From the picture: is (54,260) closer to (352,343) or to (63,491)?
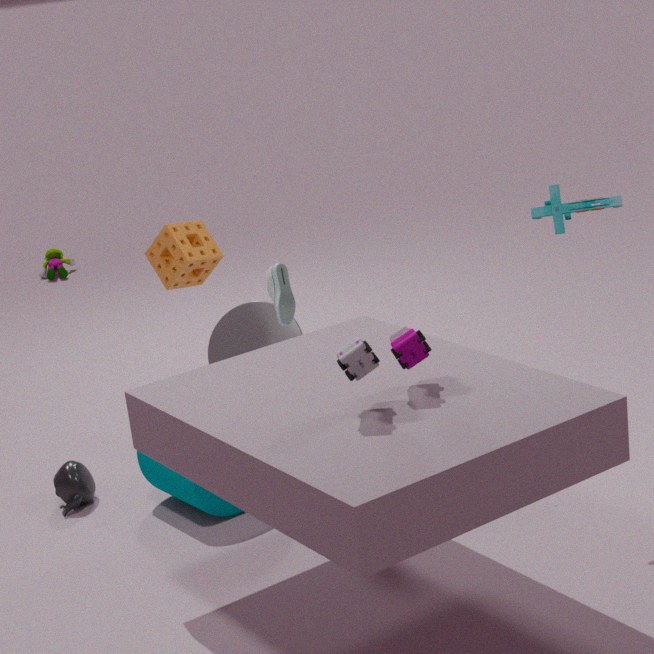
(63,491)
